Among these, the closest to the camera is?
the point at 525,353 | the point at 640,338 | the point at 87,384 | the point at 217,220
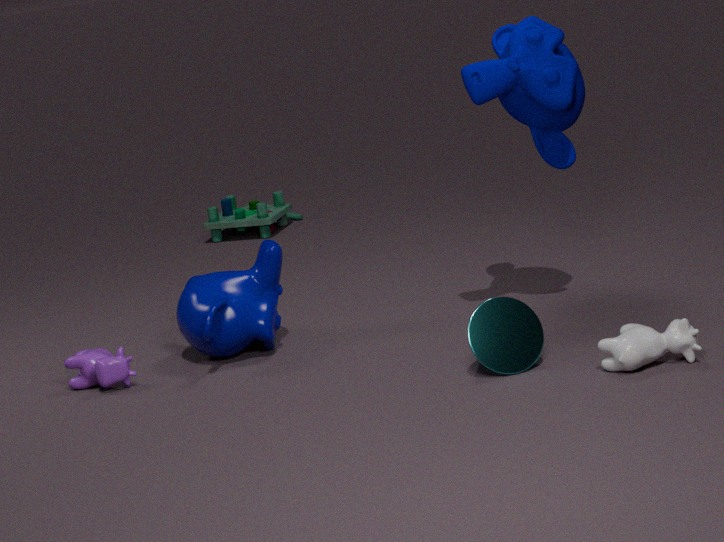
the point at 640,338
